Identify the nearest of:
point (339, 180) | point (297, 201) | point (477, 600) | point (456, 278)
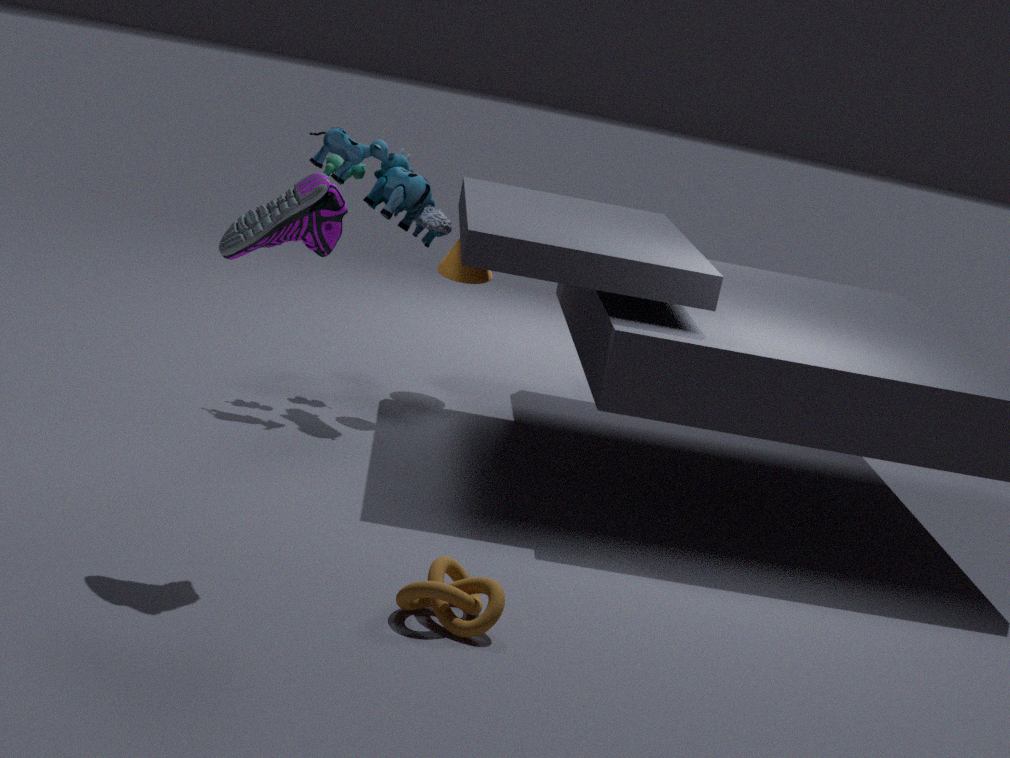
point (297, 201)
